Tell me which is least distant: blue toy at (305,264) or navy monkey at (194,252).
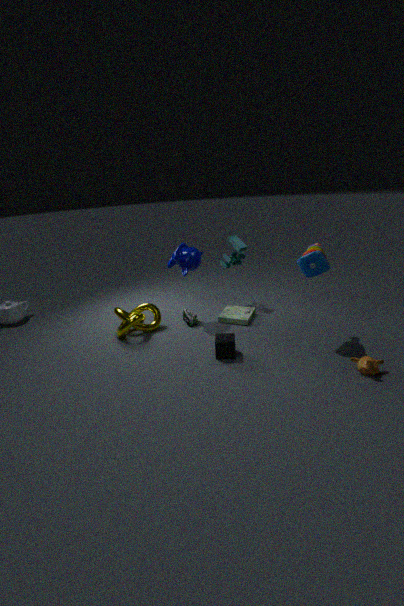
blue toy at (305,264)
